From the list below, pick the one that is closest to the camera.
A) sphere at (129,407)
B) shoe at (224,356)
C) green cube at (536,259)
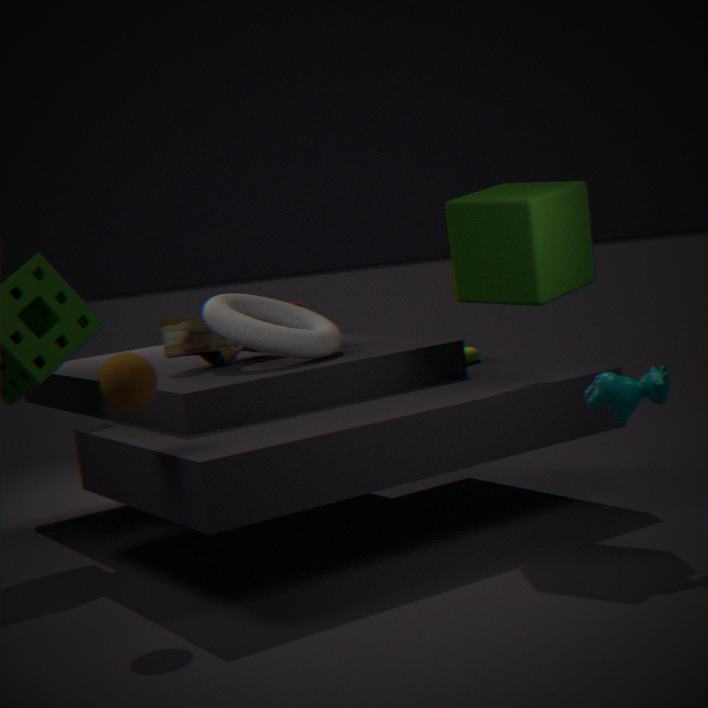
sphere at (129,407)
